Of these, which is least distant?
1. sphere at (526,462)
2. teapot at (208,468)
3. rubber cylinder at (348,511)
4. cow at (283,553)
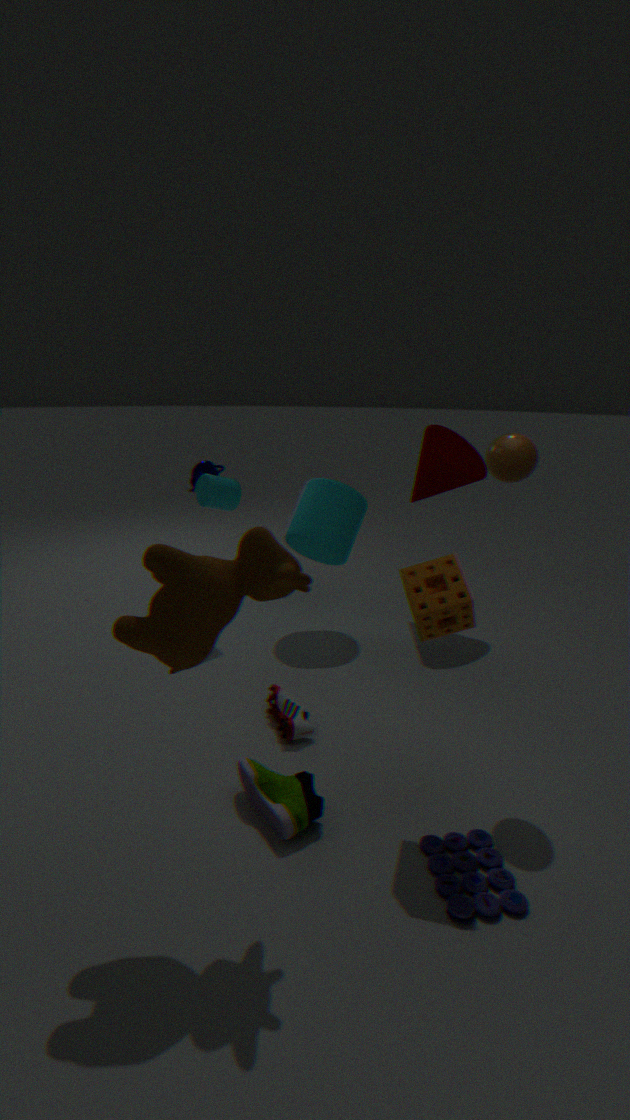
cow at (283,553)
